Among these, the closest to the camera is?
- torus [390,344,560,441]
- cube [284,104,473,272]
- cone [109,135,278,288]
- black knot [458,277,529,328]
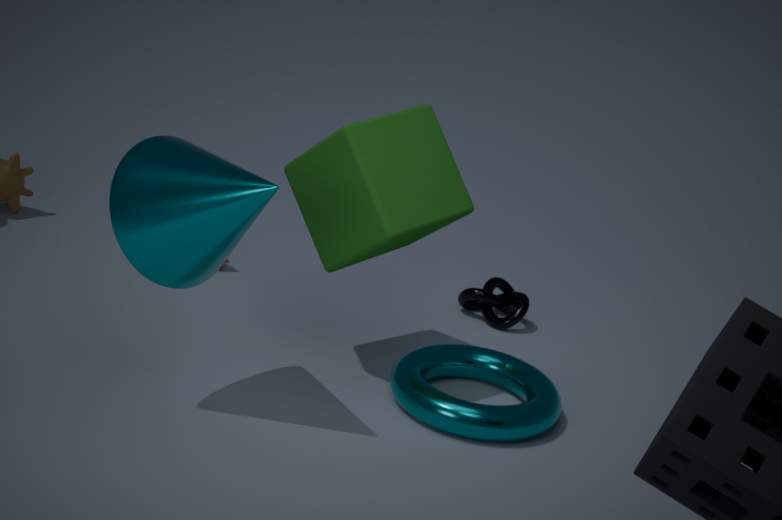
cone [109,135,278,288]
